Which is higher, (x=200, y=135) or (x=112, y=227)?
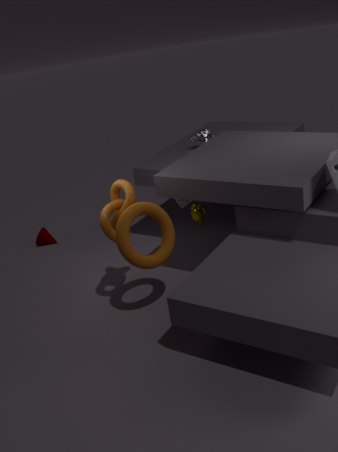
(x=200, y=135)
